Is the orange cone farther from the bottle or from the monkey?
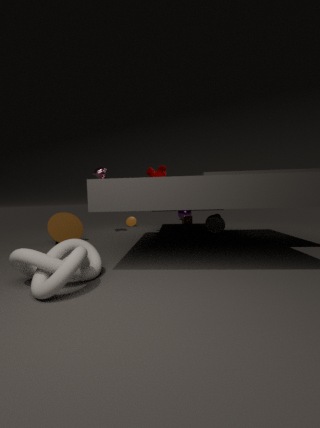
the bottle
